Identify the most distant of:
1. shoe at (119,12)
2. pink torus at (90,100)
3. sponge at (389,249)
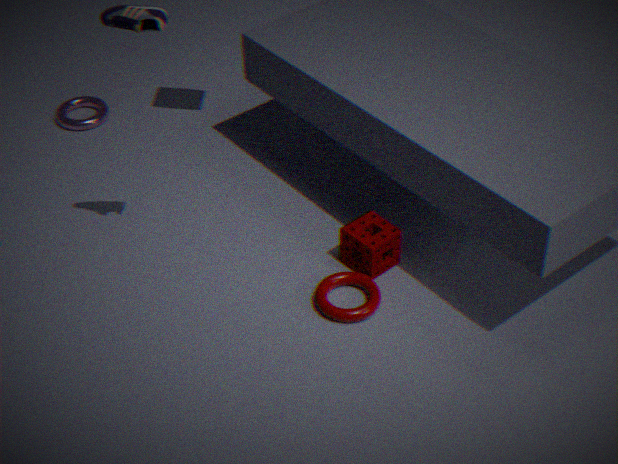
pink torus at (90,100)
